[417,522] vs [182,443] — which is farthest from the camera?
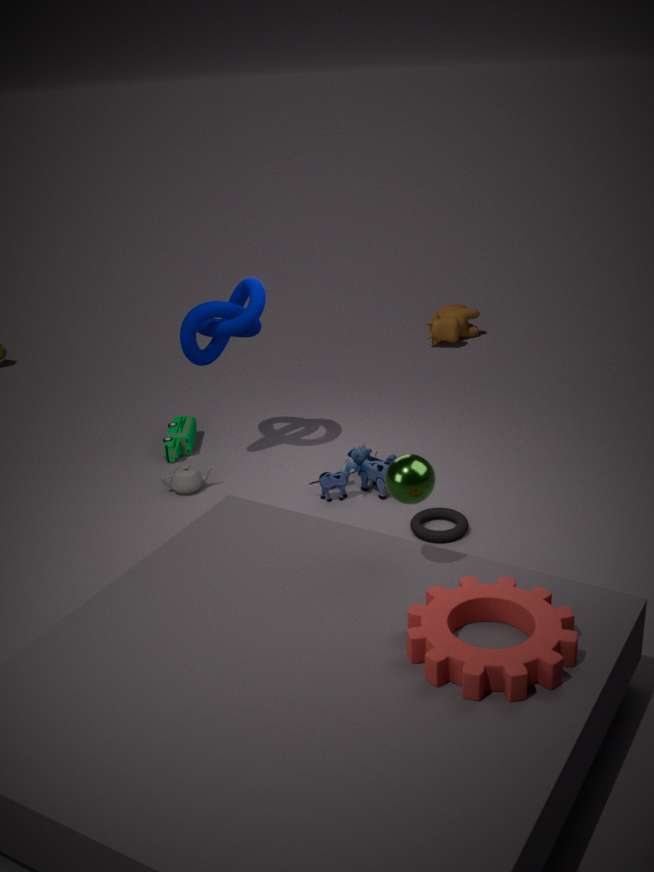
[182,443]
